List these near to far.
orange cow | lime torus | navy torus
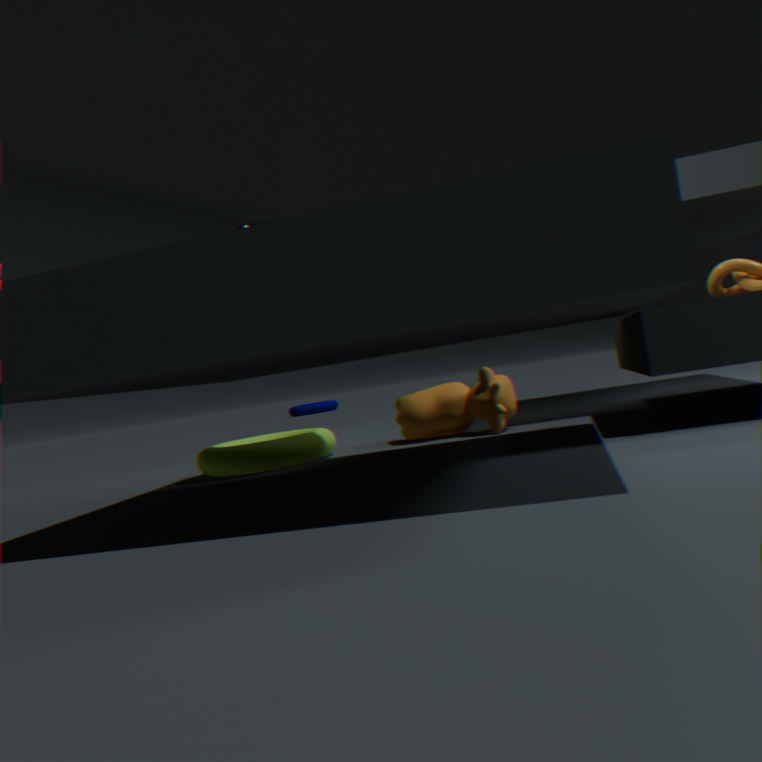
lime torus, orange cow, navy torus
